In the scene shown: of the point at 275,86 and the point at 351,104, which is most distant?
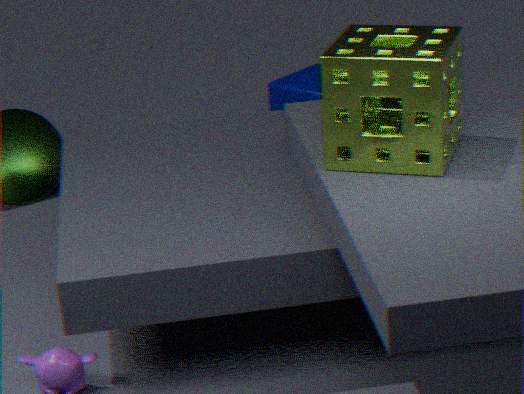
the point at 275,86
